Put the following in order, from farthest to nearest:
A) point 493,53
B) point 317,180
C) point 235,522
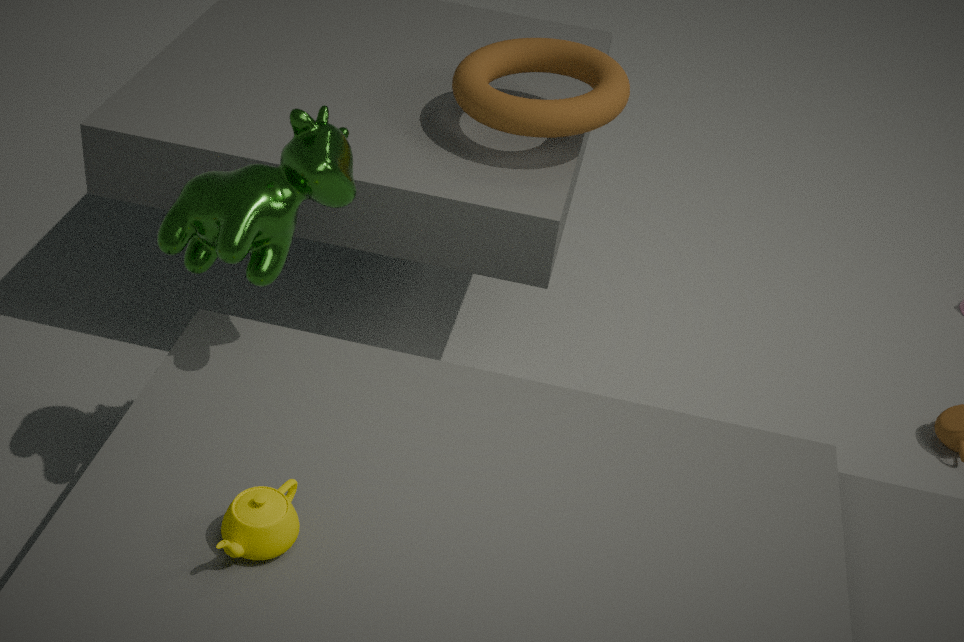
point 493,53
point 317,180
point 235,522
